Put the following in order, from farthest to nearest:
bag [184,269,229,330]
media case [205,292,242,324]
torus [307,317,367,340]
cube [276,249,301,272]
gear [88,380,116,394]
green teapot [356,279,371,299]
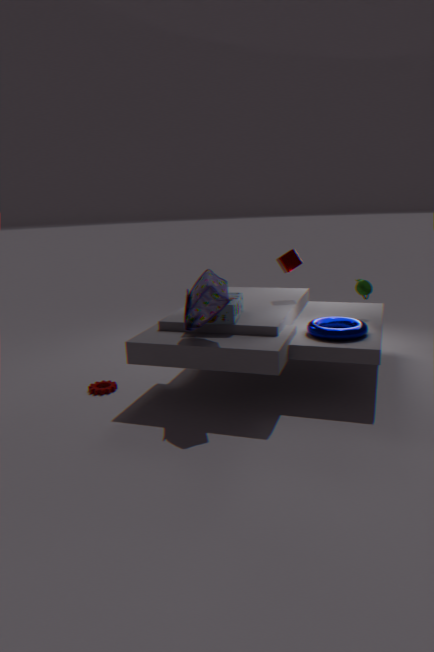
cube [276,249,301,272]
green teapot [356,279,371,299]
gear [88,380,116,394]
media case [205,292,242,324]
torus [307,317,367,340]
bag [184,269,229,330]
